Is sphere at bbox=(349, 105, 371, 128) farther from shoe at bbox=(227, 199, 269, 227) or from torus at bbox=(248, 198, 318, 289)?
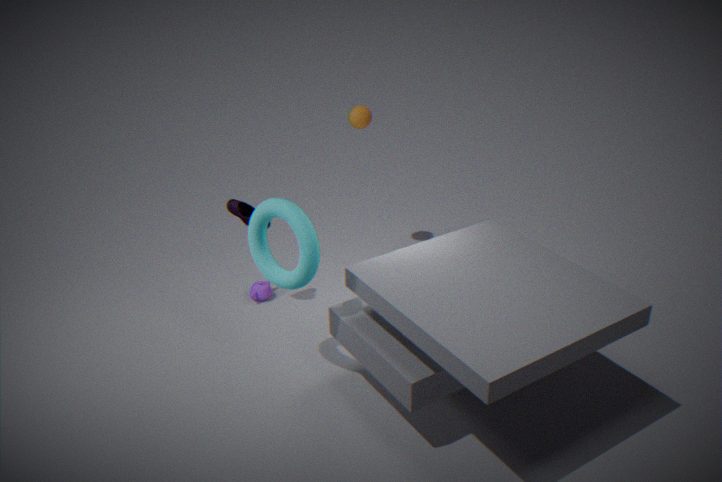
torus at bbox=(248, 198, 318, 289)
